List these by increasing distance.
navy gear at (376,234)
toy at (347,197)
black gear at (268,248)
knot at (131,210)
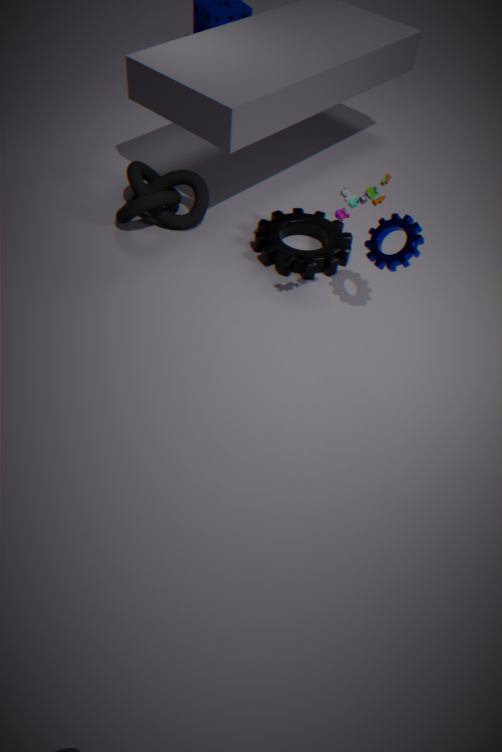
toy at (347,197), navy gear at (376,234), black gear at (268,248), knot at (131,210)
